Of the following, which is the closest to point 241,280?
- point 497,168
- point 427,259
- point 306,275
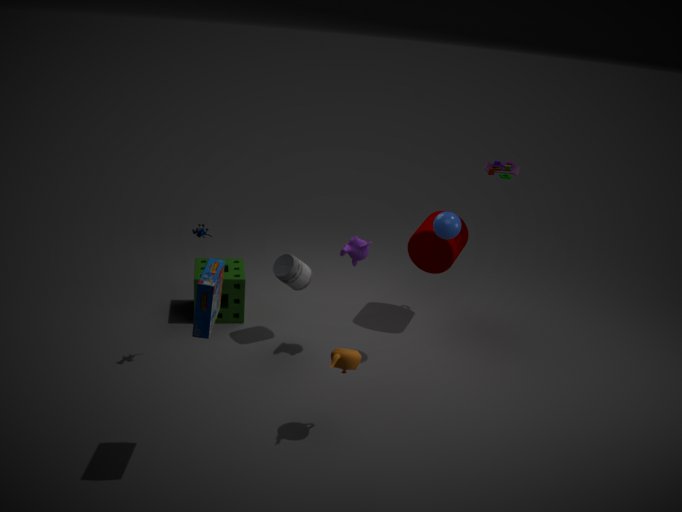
point 306,275
